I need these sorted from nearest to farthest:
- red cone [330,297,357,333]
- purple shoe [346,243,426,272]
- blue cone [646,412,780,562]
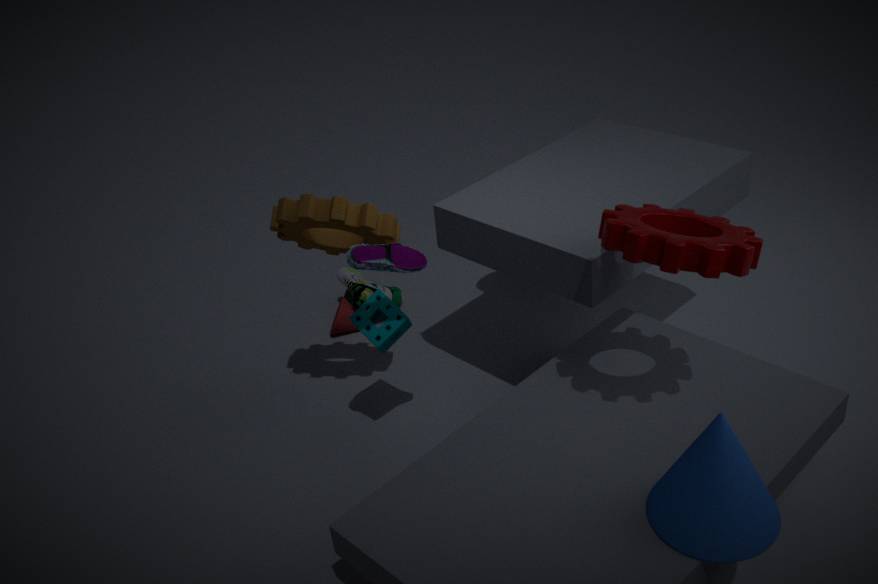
blue cone [646,412,780,562] < purple shoe [346,243,426,272] < red cone [330,297,357,333]
